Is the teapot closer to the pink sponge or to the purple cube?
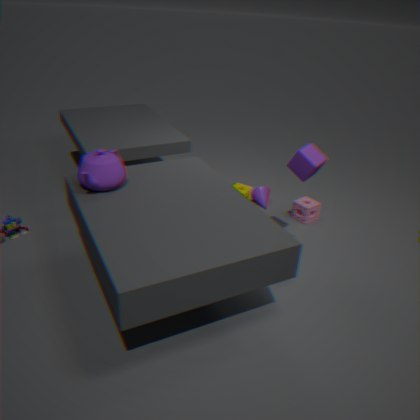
the purple cube
